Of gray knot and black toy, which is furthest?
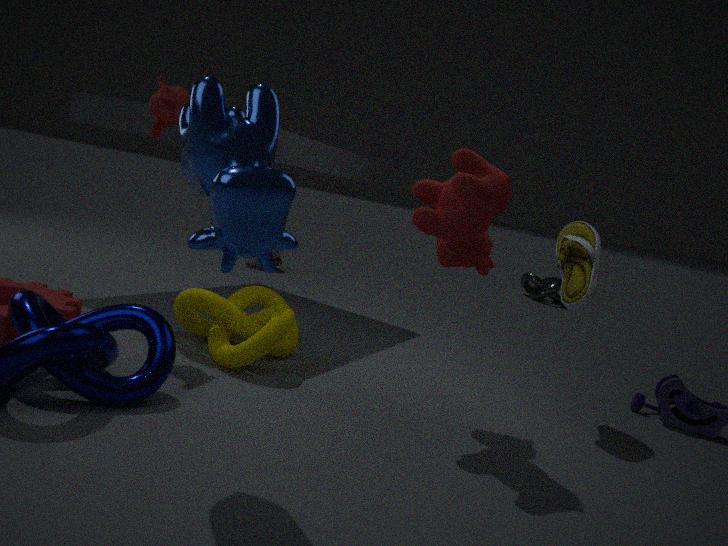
gray knot
